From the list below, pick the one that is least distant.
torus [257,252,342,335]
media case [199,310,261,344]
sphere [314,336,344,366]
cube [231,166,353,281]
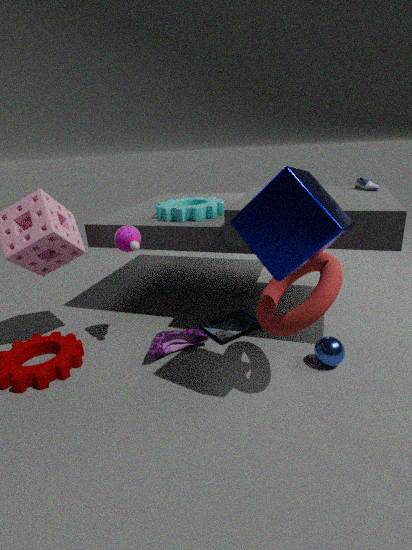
cube [231,166,353,281]
